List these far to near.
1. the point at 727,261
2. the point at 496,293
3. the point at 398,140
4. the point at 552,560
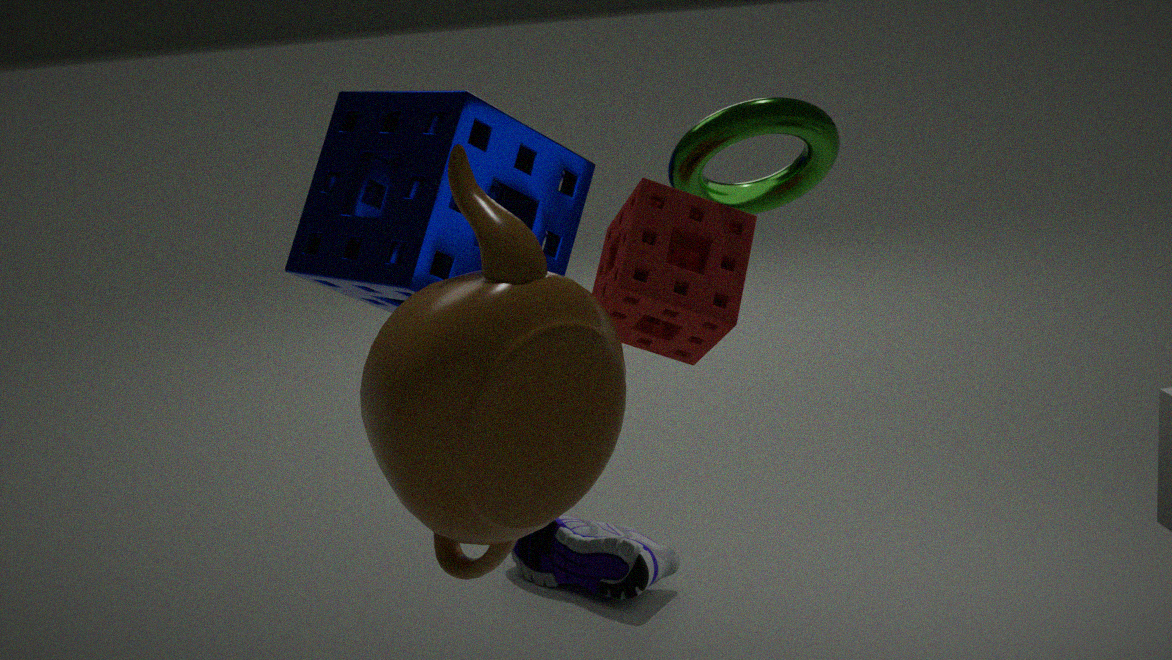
the point at 552,560 < the point at 398,140 < the point at 727,261 < the point at 496,293
